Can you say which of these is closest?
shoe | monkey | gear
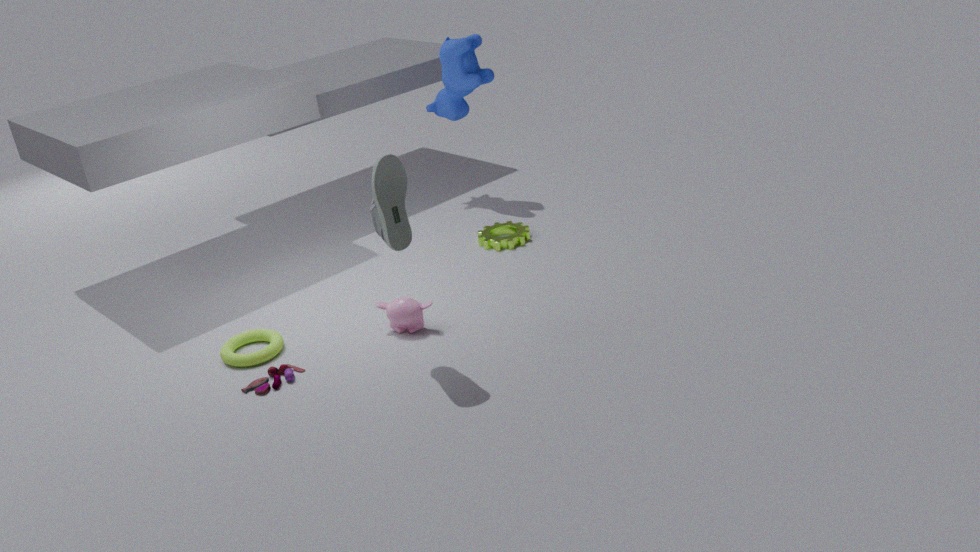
shoe
